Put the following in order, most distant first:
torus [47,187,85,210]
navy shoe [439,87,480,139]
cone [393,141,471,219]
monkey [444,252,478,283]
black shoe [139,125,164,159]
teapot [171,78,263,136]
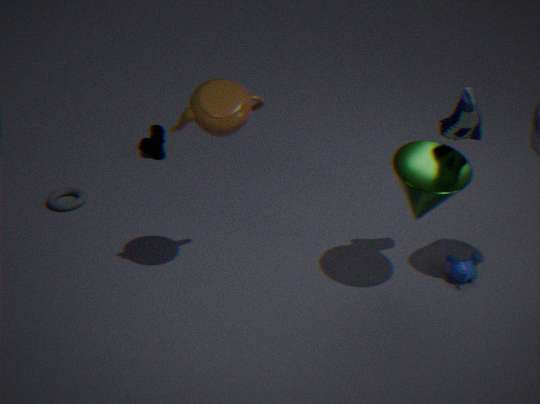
1. black shoe [139,125,164,159]
2. torus [47,187,85,210]
3. monkey [444,252,478,283]
4. cone [393,141,471,219]
5. navy shoe [439,87,480,139]
6. teapot [171,78,263,136]
